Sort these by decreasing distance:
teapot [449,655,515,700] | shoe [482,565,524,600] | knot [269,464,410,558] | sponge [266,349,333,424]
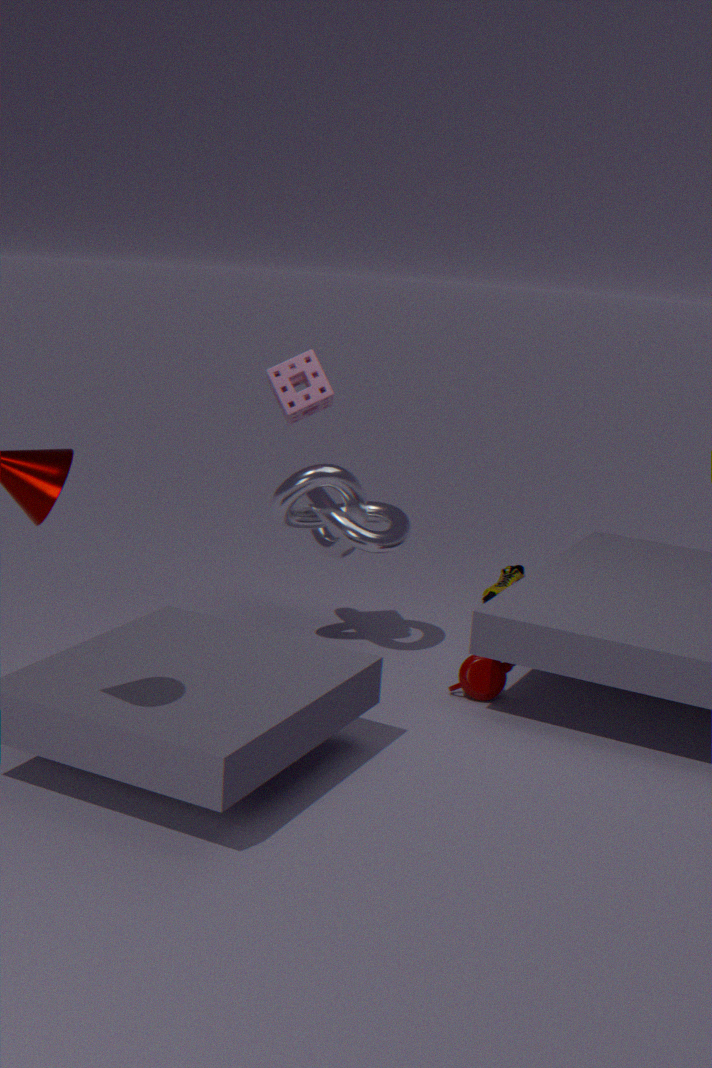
1. shoe [482,565,524,600]
2. knot [269,464,410,558]
3. sponge [266,349,333,424]
4. teapot [449,655,515,700]
